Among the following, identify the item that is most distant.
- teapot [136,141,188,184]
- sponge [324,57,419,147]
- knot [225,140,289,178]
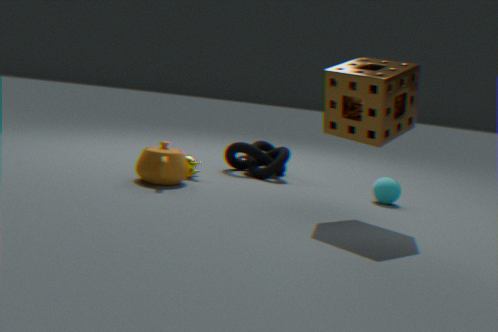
knot [225,140,289,178]
